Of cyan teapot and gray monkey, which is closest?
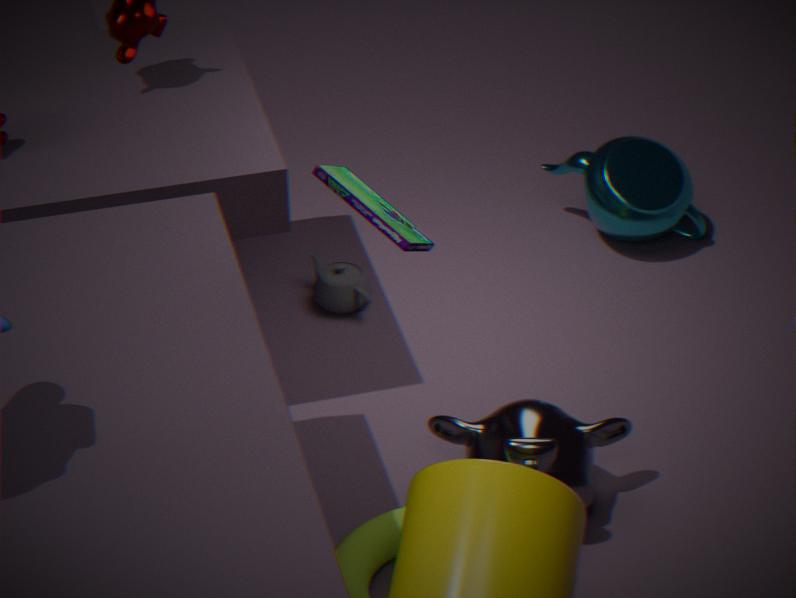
gray monkey
